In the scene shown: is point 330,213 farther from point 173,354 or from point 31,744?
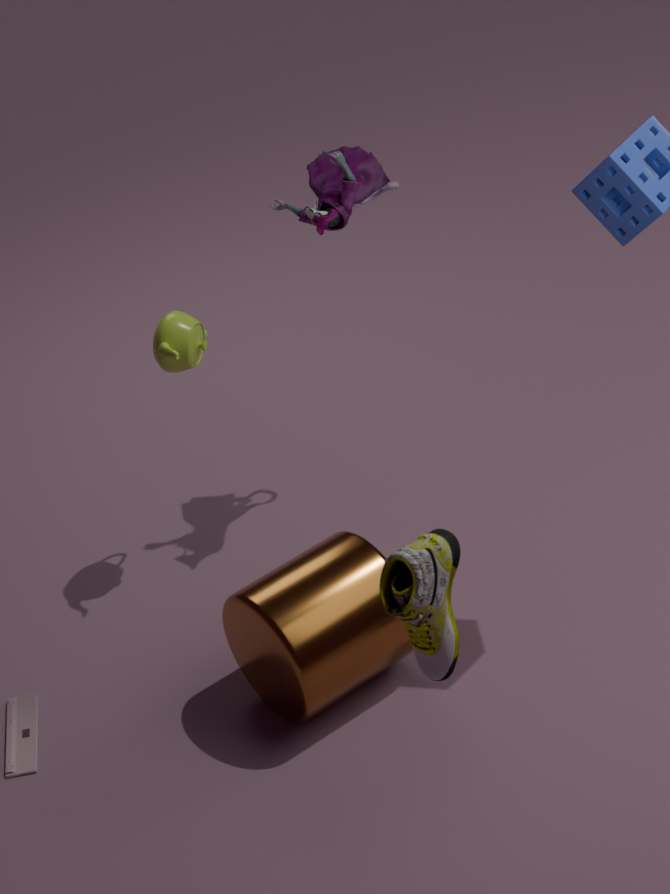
point 31,744
